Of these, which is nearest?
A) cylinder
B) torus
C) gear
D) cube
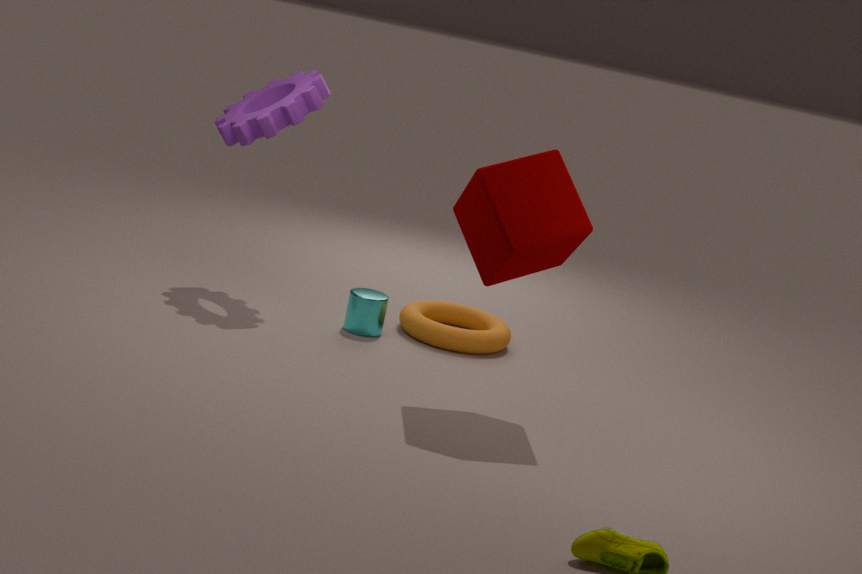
cube
